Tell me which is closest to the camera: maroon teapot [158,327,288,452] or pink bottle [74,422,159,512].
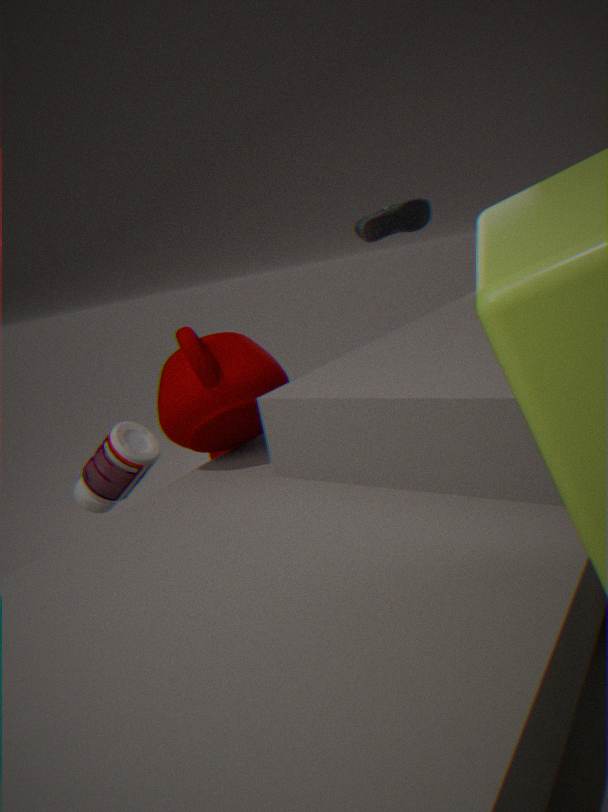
maroon teapot [158,327,288,452]
